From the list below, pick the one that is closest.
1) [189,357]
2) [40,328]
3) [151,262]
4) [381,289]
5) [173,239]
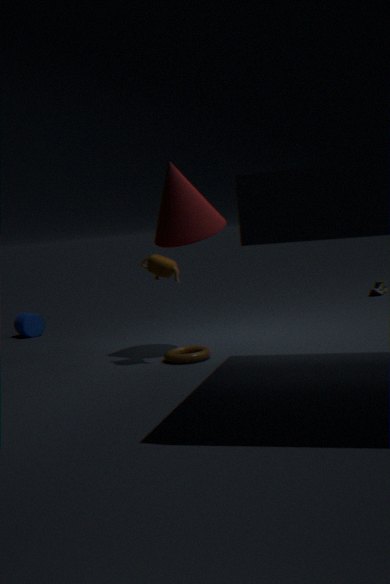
3. [151,262]
